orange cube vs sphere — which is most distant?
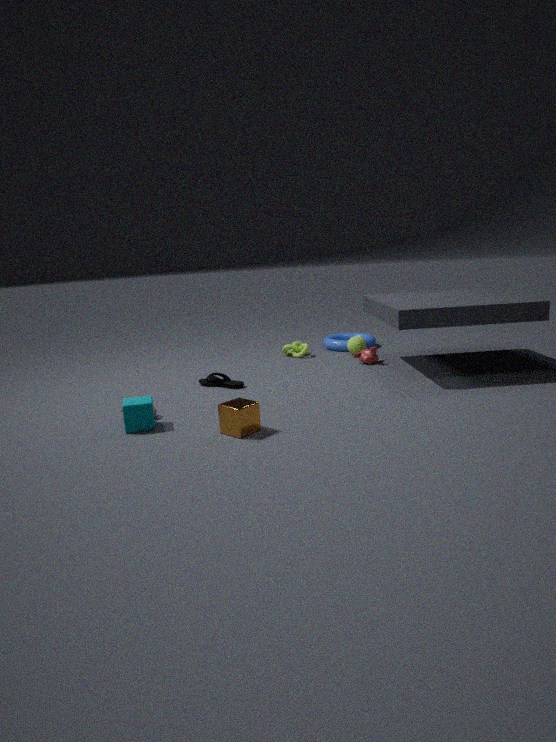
sphere
